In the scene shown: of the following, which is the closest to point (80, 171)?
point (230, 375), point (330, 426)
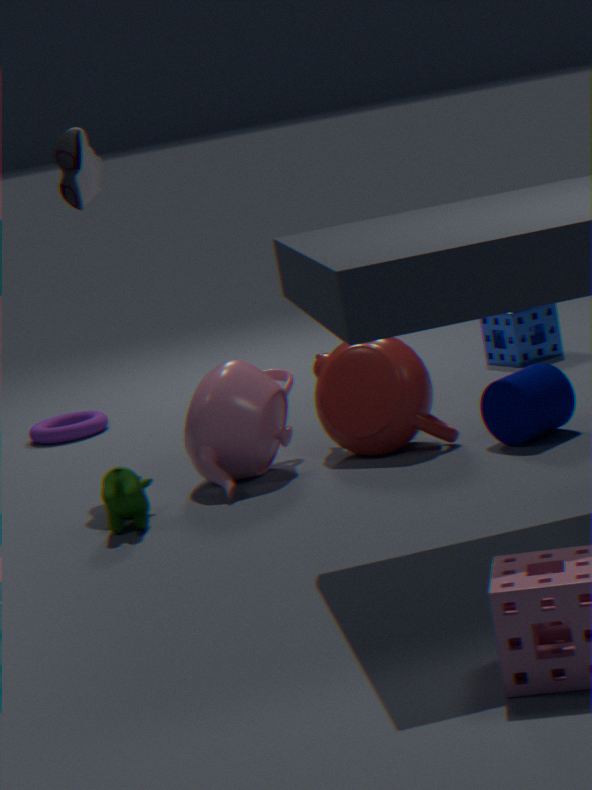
point (230, 375)
